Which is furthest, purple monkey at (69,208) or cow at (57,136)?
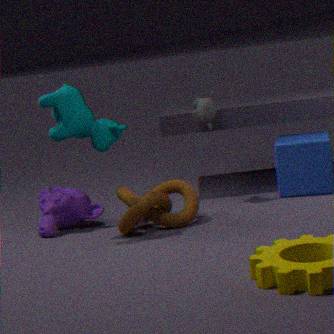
purple monkey at (69,208)
